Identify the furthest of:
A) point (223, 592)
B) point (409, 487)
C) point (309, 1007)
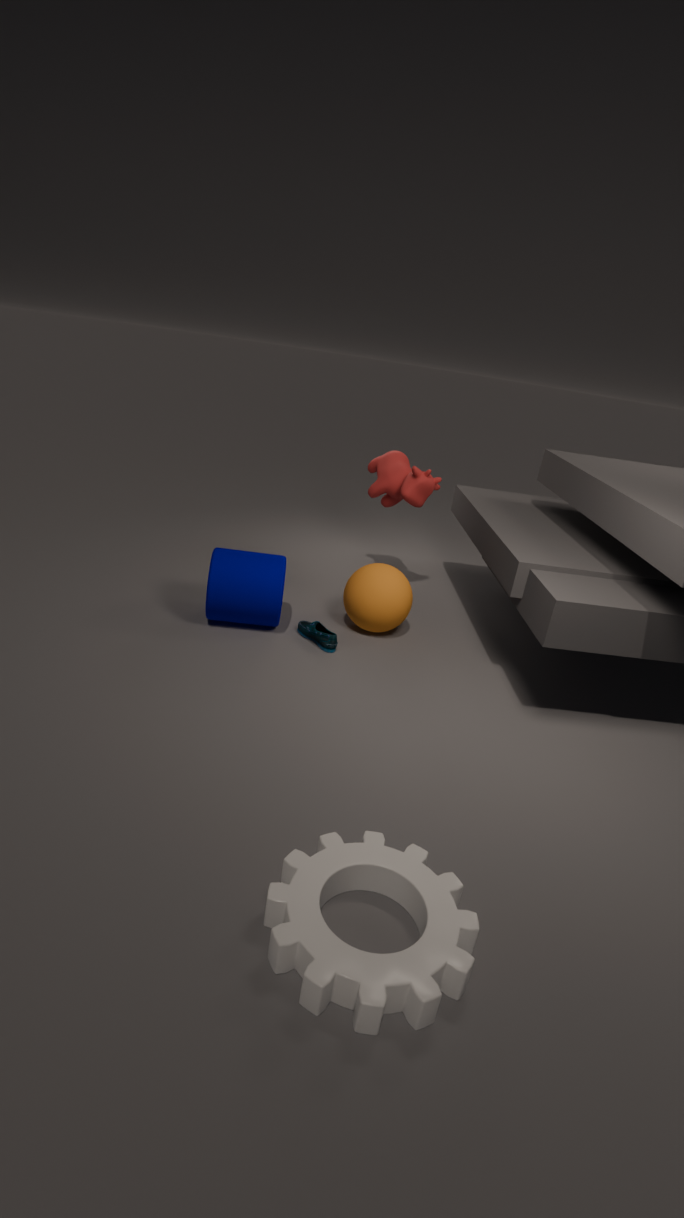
point (409, 487)
